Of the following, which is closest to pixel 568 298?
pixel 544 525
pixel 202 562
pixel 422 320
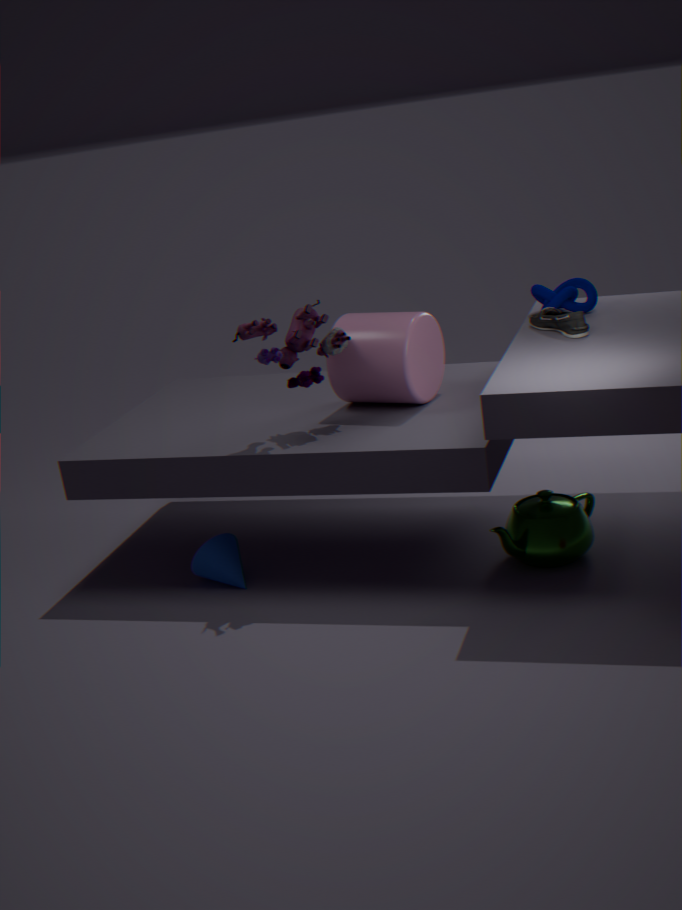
pixel 422 320
